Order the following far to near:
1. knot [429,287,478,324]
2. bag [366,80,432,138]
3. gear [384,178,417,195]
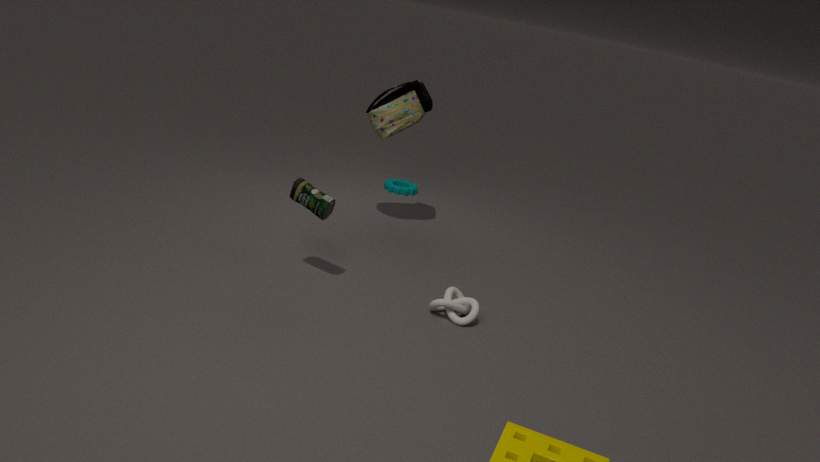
1. gear [384,178,417,195]
2. bag [366,80,432,138]
3. knot [429,287,478,324]
